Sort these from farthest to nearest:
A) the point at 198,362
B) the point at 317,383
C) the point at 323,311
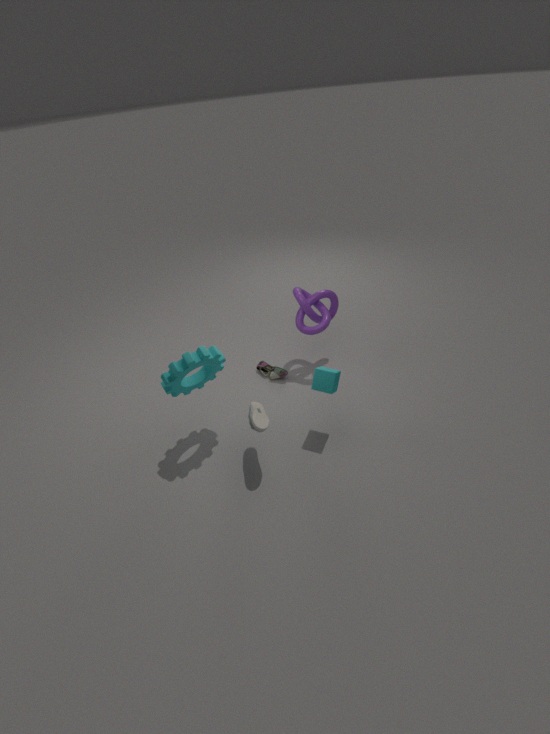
the point at 323,311
the point at 317,383
the point at 198,362
